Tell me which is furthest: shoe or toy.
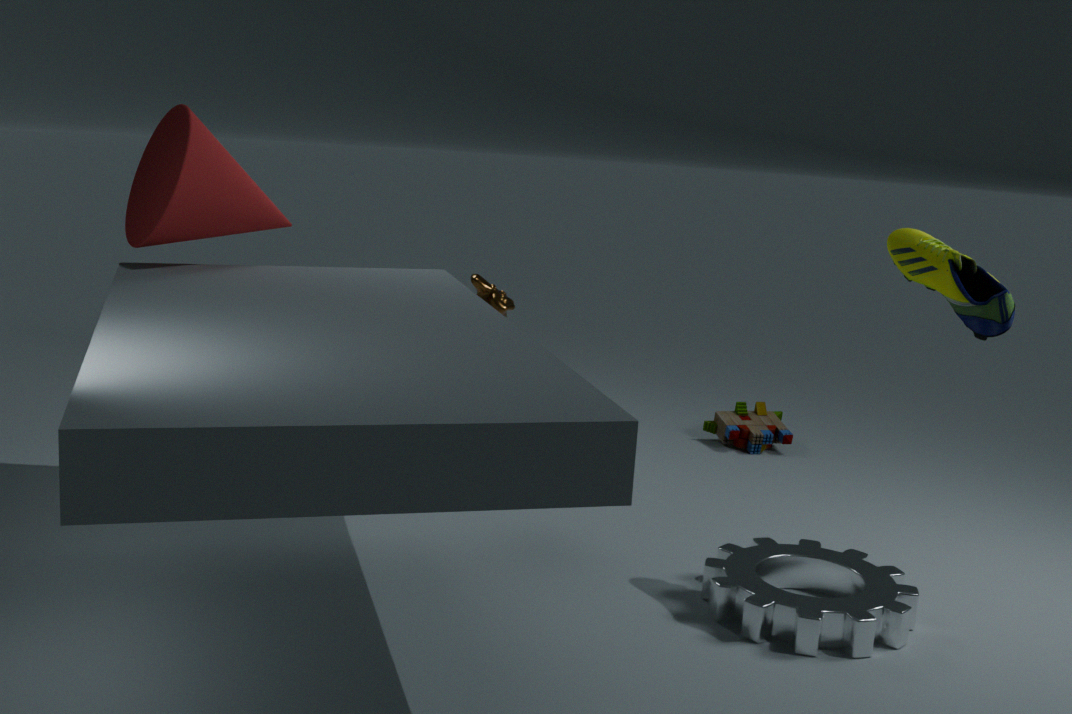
toy
